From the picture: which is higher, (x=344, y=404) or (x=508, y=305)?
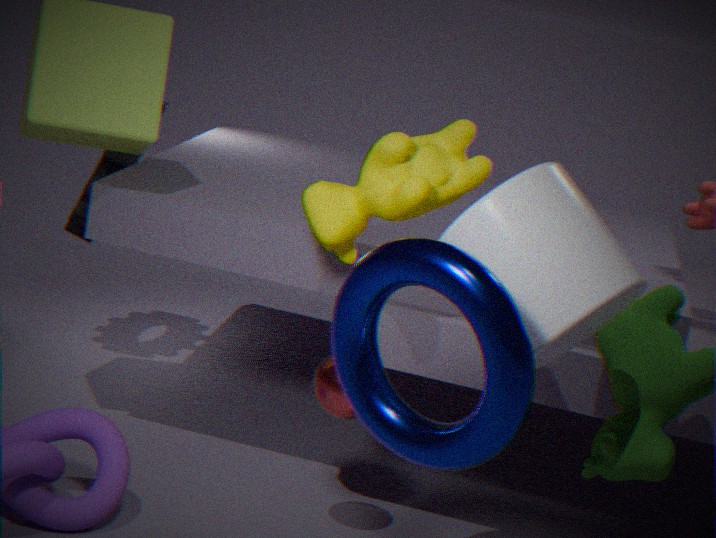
(x=508, y=305)
